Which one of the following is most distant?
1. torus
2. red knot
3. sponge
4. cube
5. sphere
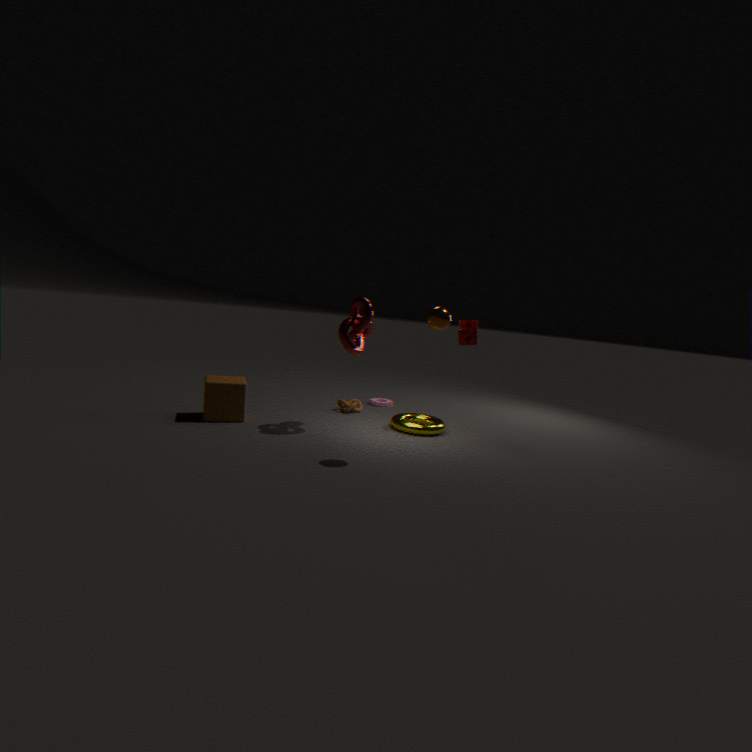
sponge
